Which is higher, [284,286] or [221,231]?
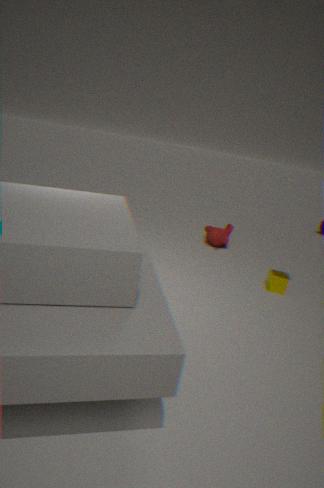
[221,231]
